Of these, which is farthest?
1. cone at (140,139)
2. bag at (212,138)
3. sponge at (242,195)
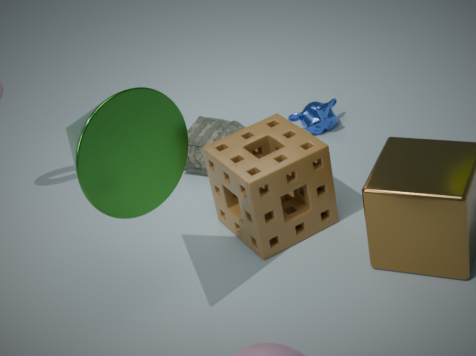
bag at (212,138)
